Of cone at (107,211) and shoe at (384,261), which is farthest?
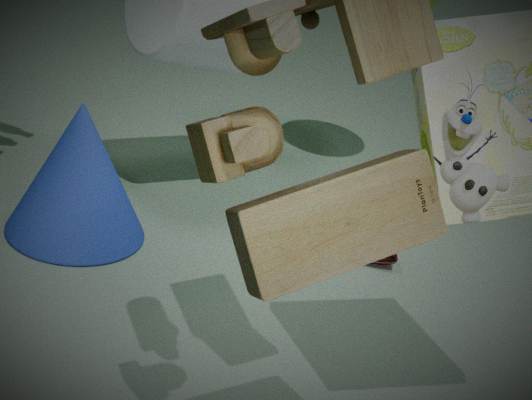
shoe at (384,261)
